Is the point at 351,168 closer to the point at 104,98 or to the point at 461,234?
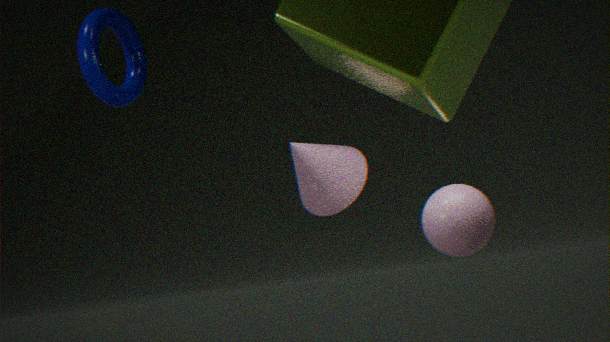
the point at 461,234
